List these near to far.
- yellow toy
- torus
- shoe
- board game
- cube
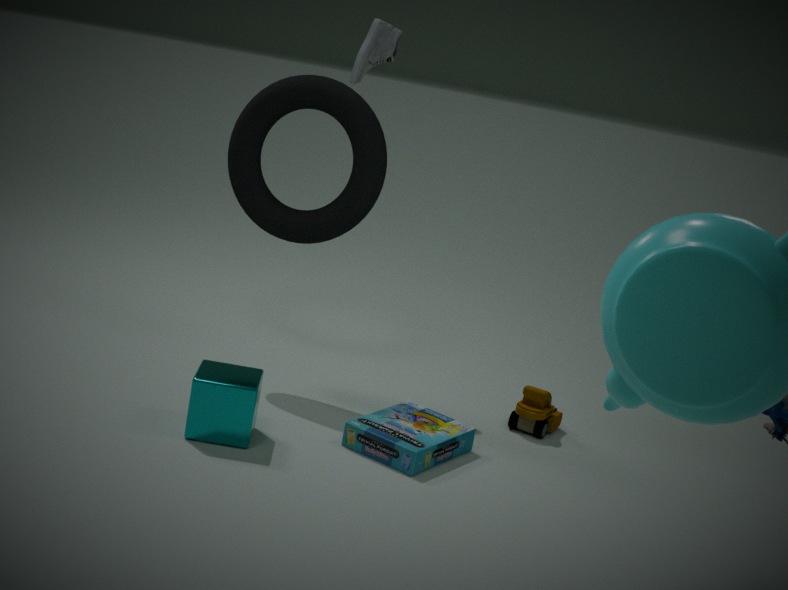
cube < board game < torus < yellow toy < shoe
